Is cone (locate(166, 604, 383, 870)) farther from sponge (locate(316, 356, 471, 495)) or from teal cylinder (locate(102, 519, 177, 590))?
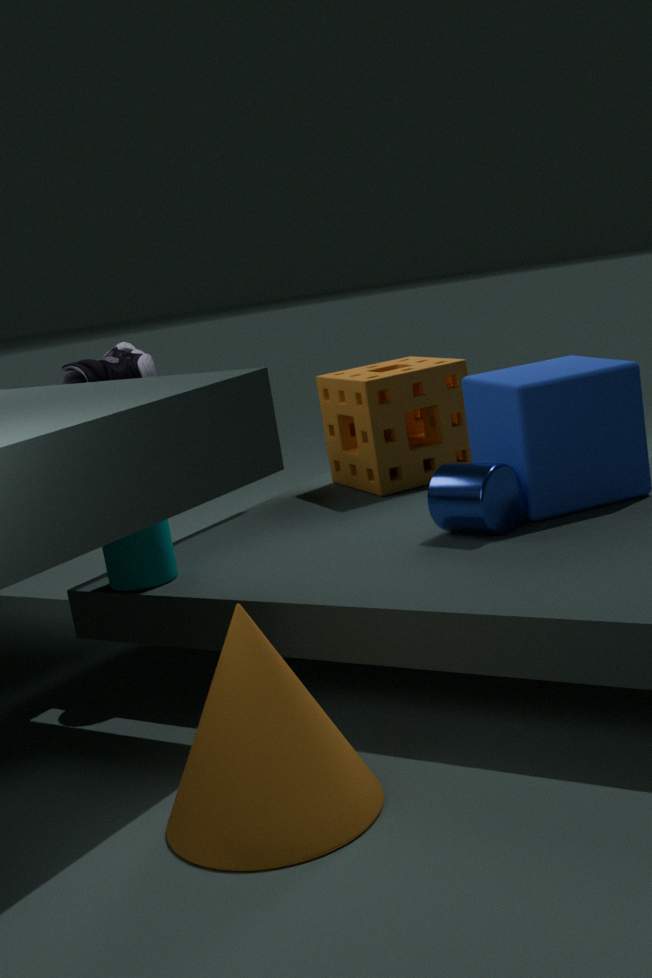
sponge (locate(316, 356, 471, 495))
